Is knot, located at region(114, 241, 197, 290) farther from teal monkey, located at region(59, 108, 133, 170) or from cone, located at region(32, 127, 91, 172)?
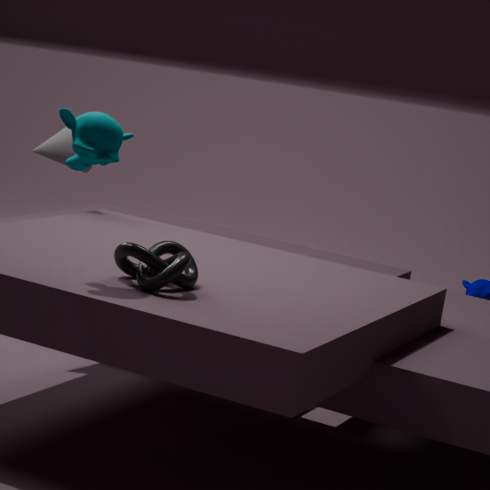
cone, located at region(32, 127, 91, 172)
